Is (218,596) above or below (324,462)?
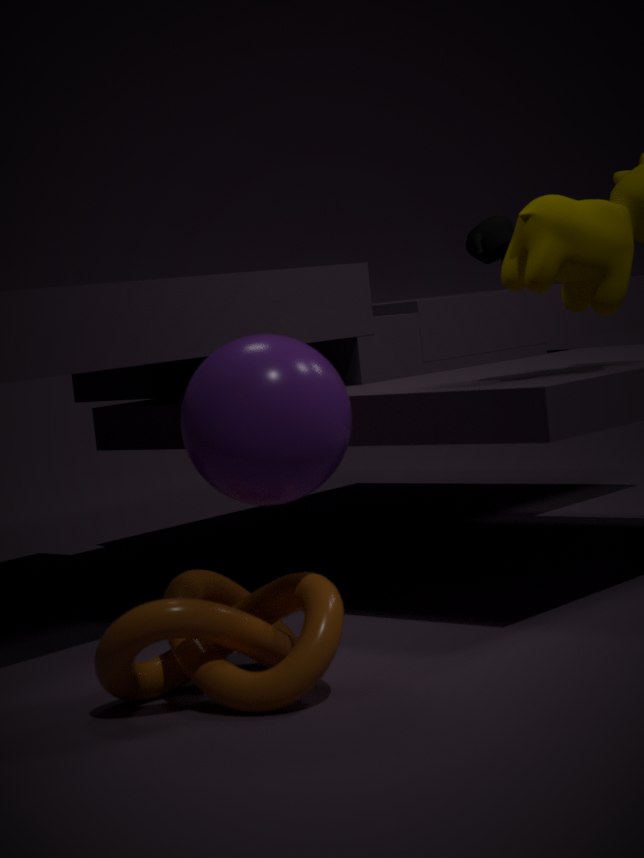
below
